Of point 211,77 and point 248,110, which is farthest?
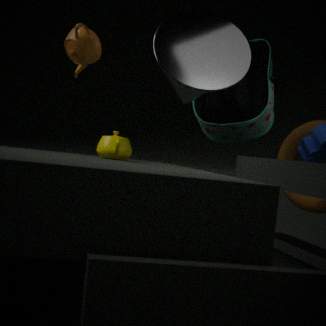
point 248,110
